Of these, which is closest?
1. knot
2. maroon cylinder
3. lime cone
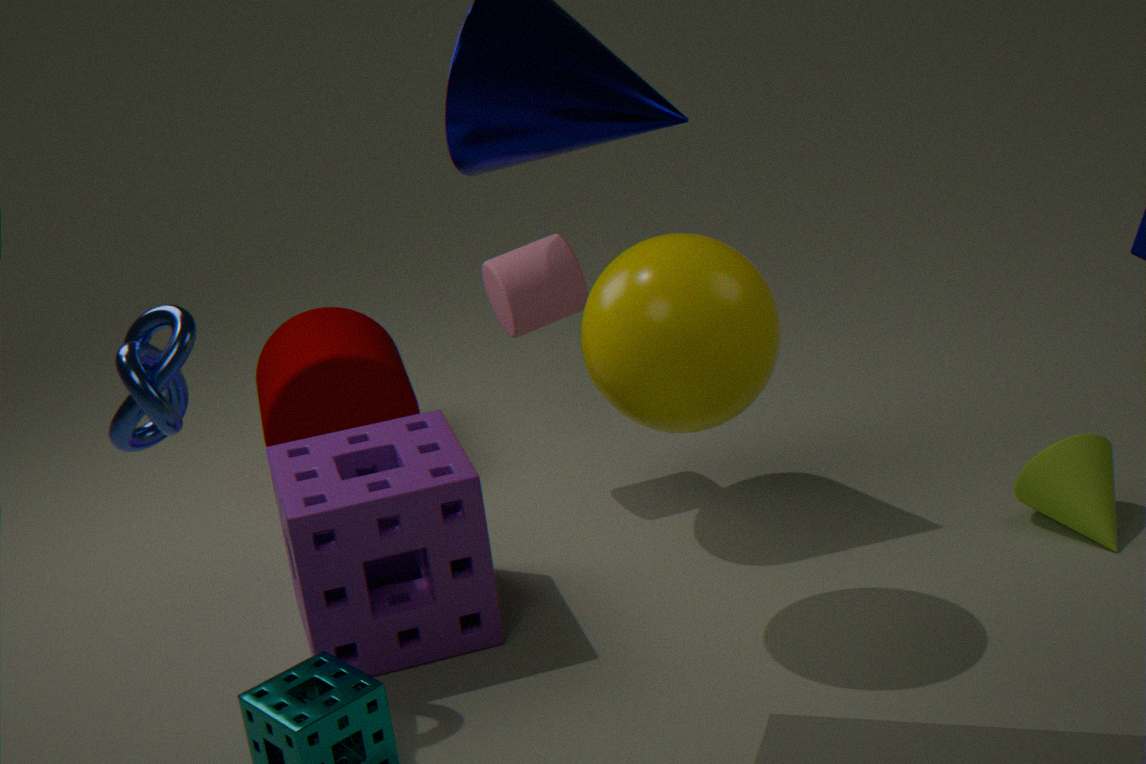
knot
